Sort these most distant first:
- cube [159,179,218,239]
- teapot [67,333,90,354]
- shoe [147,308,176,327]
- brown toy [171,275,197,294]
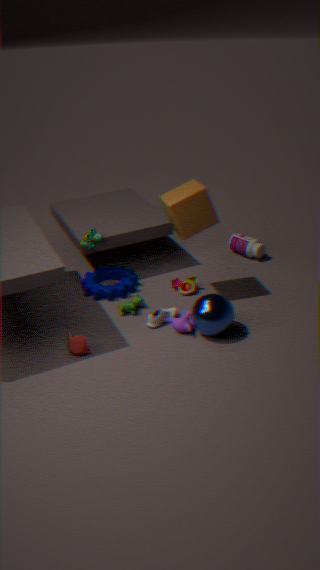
brown toy [171,275,197,294]
shoe [147,308,176,327]
cube [159,179,218,239]
teapot [67,333,90,354]
